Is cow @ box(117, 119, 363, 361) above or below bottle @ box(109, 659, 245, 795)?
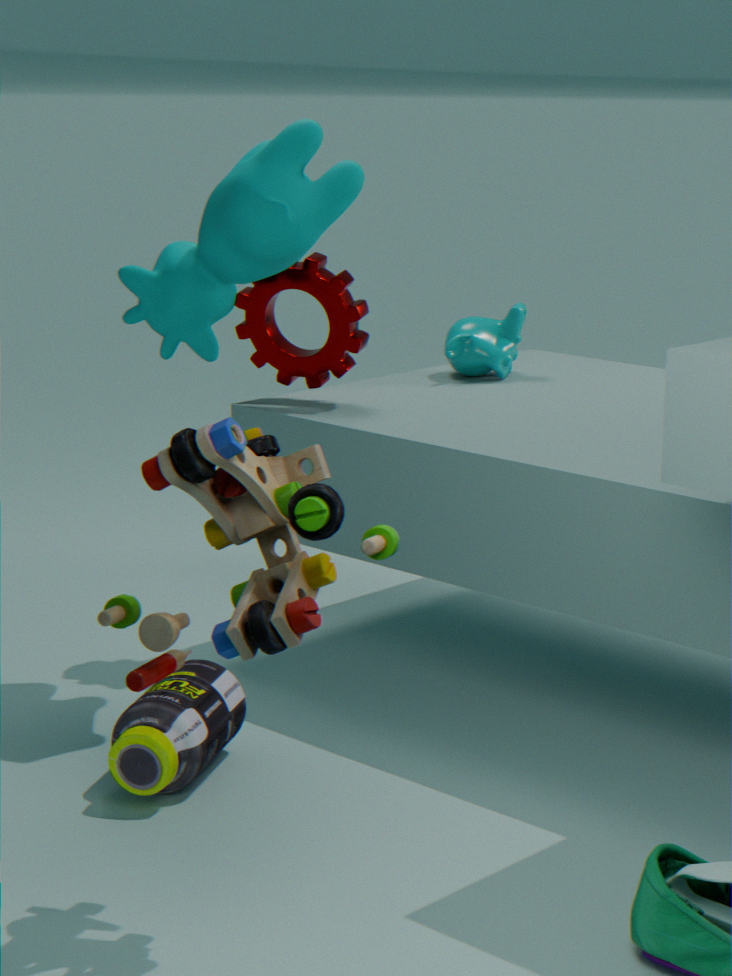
above
